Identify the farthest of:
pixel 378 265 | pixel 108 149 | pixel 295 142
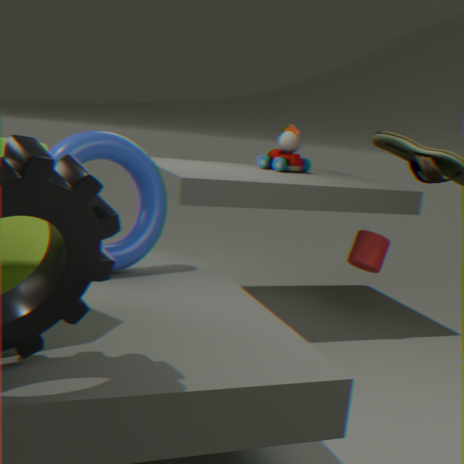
pixel 295 142
